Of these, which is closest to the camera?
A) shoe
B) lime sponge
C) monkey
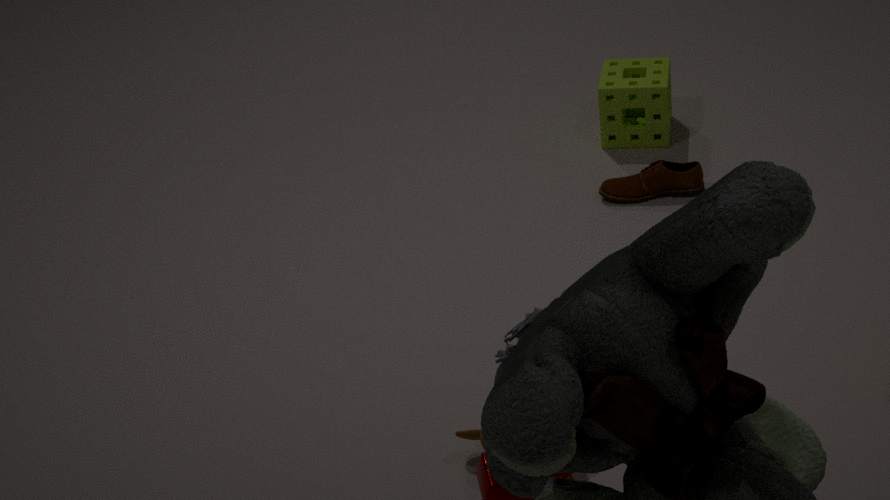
monkey
